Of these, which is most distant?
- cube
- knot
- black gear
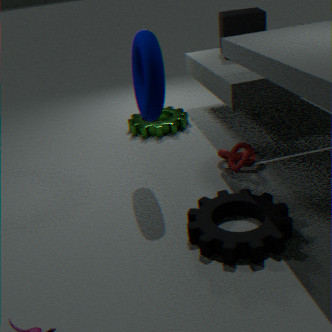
cube
